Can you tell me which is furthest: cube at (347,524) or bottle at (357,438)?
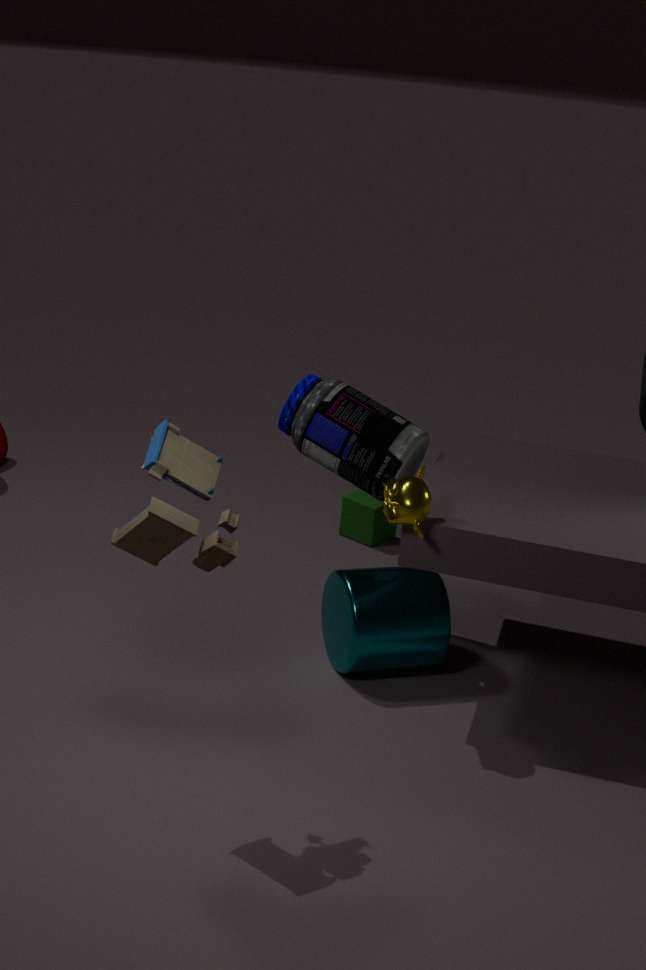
cube at (347,524)
